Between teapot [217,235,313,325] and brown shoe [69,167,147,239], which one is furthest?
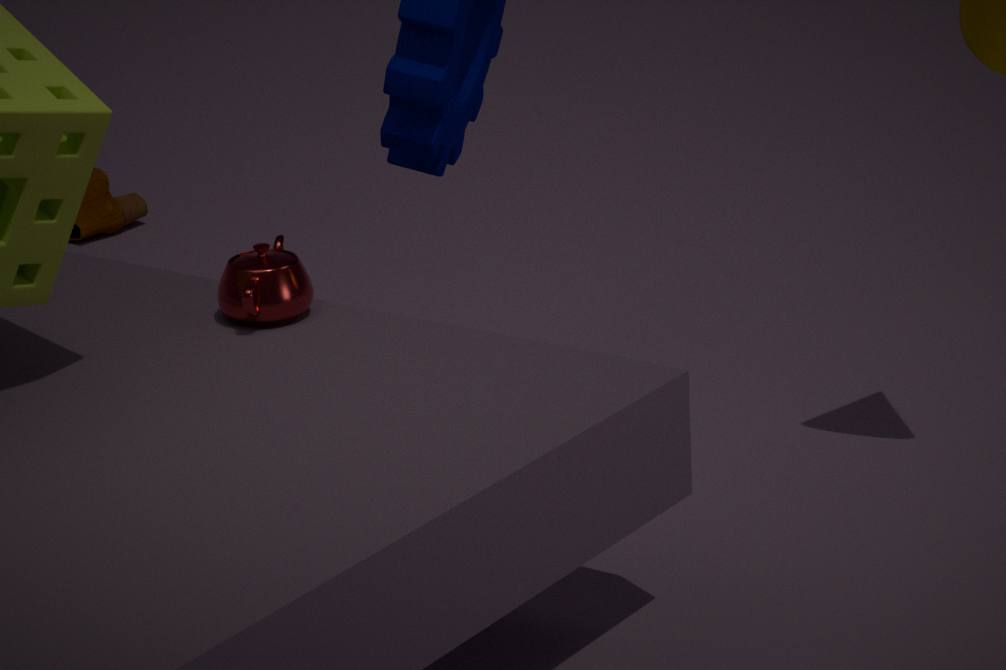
brown shoe [69,167,147,239]
